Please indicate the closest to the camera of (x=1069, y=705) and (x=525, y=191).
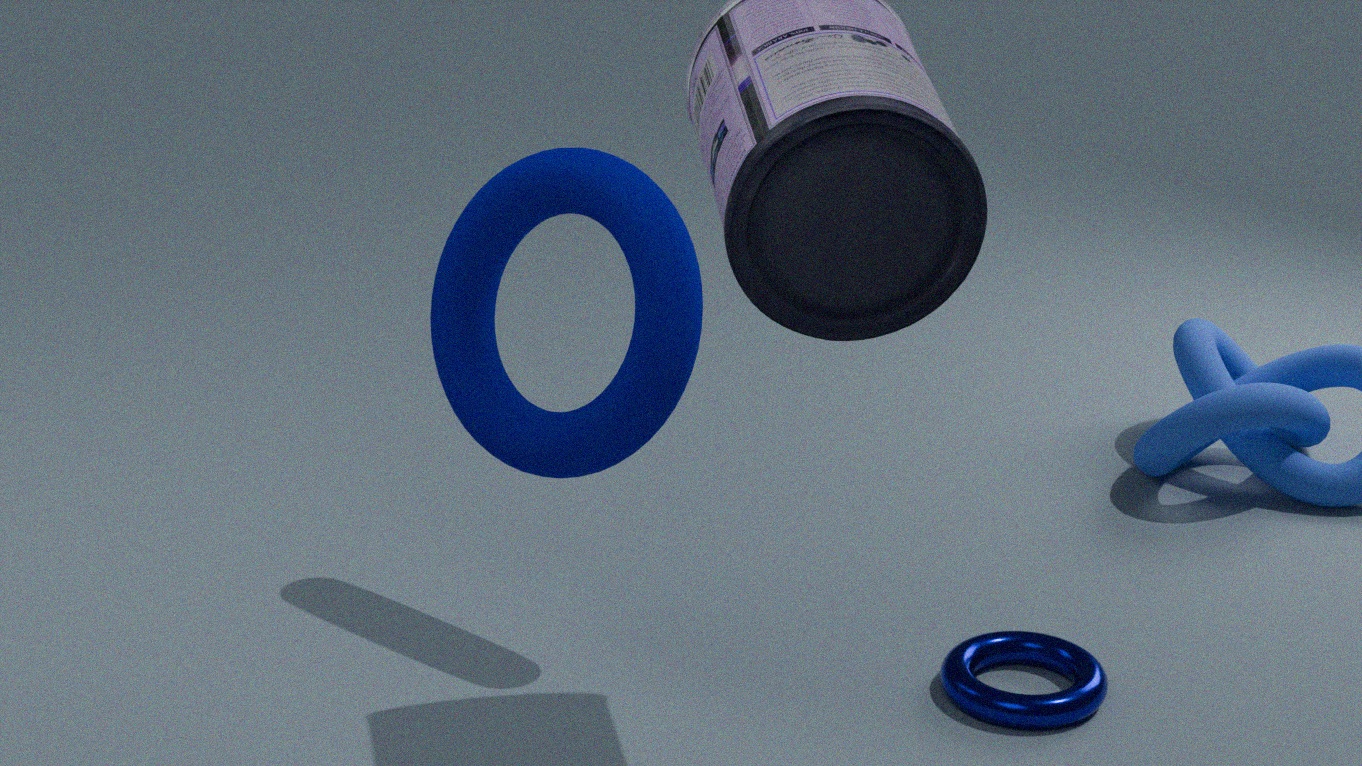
(x=1069, y=705)
